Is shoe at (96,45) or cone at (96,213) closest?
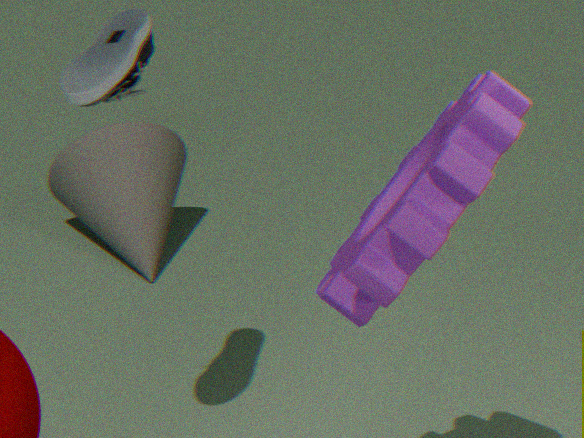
shoe at (96,45)
